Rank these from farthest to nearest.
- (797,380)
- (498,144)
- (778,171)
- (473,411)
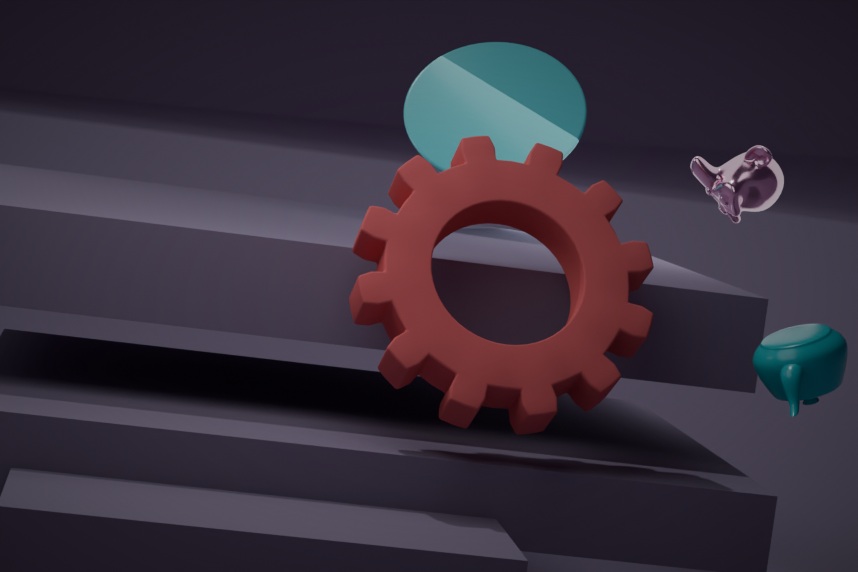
1. (498,144)
2. (778,171)
3. (473,411)
4. (797,380)
